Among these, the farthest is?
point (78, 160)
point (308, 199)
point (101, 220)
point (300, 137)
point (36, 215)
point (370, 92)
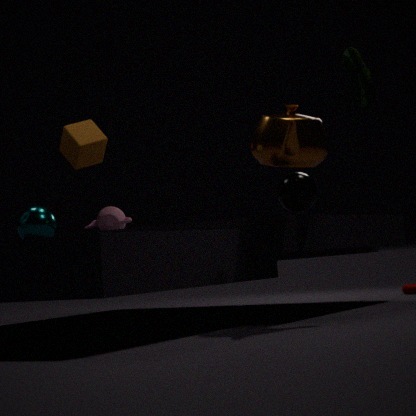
point (101, 220)
